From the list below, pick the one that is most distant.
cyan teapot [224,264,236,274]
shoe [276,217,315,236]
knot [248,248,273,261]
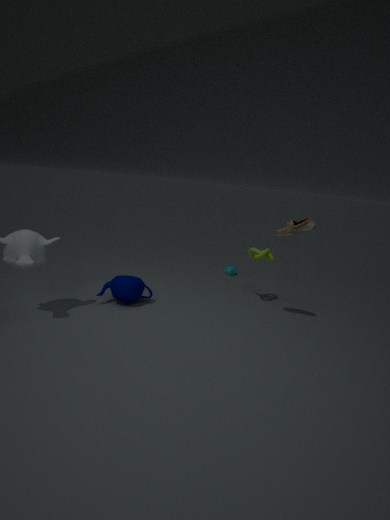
cyan teapot [224,264,236,274]
